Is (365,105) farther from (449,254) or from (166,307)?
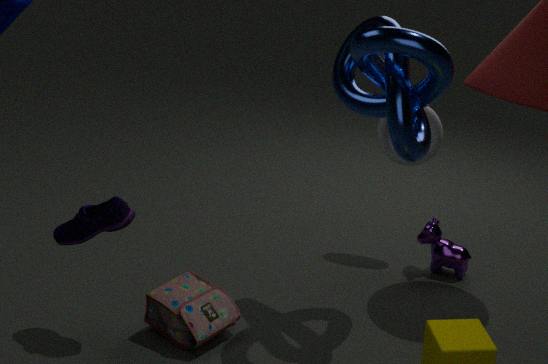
(166,307)
